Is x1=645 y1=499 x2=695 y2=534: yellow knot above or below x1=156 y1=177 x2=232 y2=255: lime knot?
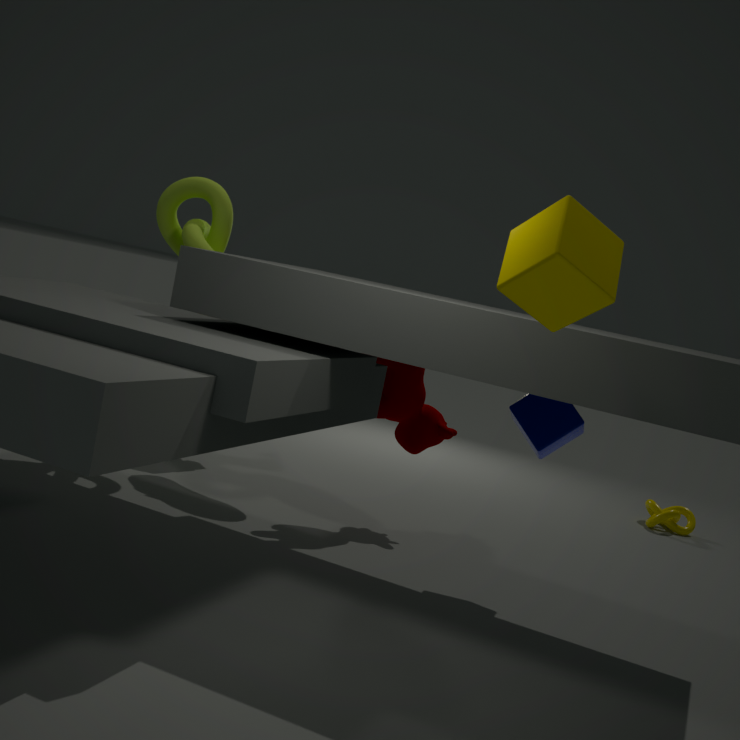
below
